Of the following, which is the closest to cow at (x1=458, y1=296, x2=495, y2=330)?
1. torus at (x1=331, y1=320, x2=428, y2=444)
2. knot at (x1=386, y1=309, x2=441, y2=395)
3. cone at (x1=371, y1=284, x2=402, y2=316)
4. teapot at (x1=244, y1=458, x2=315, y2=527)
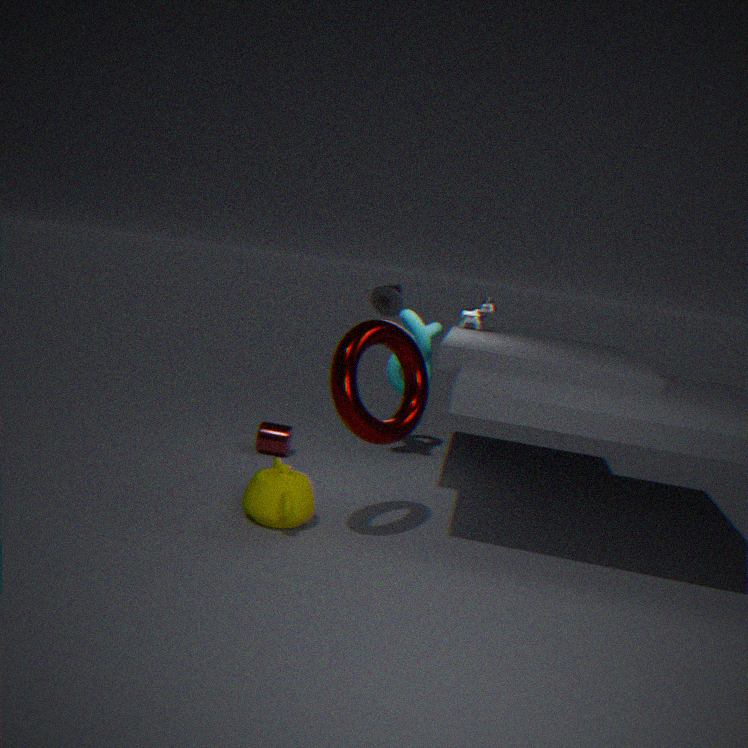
knot at (x1=386, y1=309, x2=441, y2=395)
